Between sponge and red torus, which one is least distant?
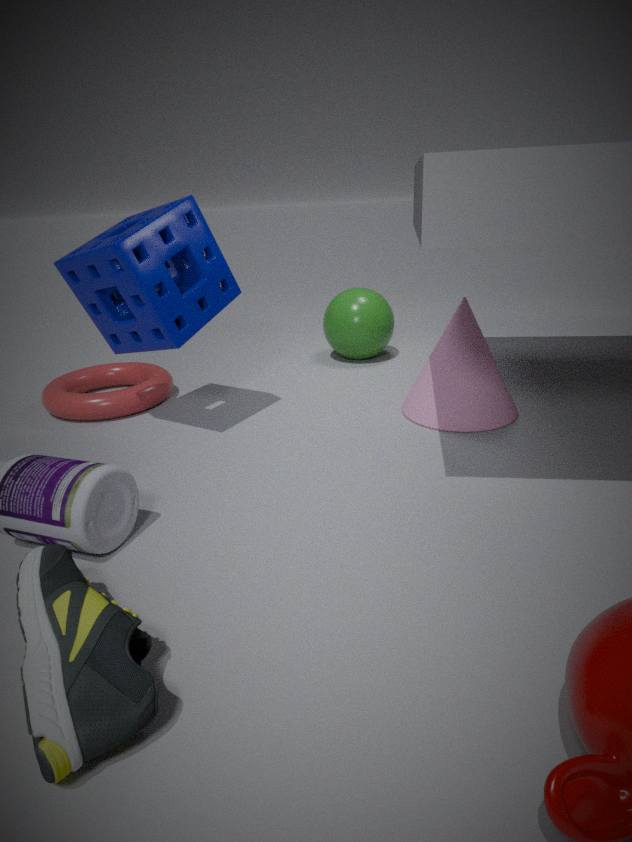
sponge
